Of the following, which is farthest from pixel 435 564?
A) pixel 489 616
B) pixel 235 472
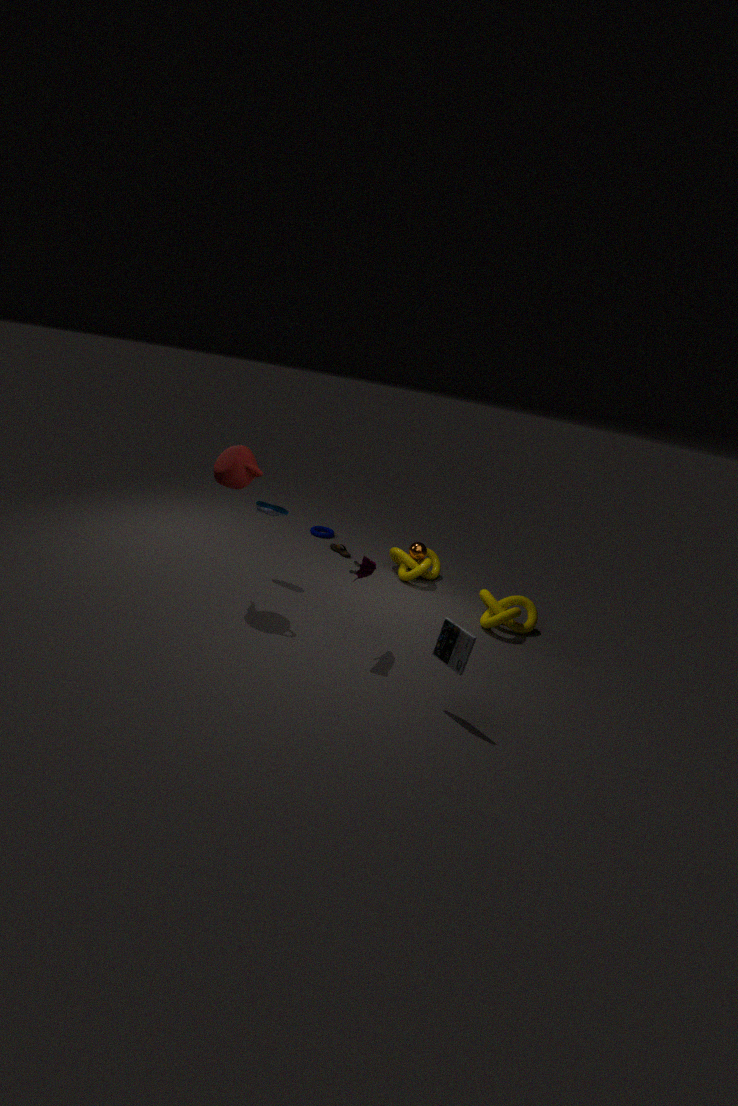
pixel 235 472
